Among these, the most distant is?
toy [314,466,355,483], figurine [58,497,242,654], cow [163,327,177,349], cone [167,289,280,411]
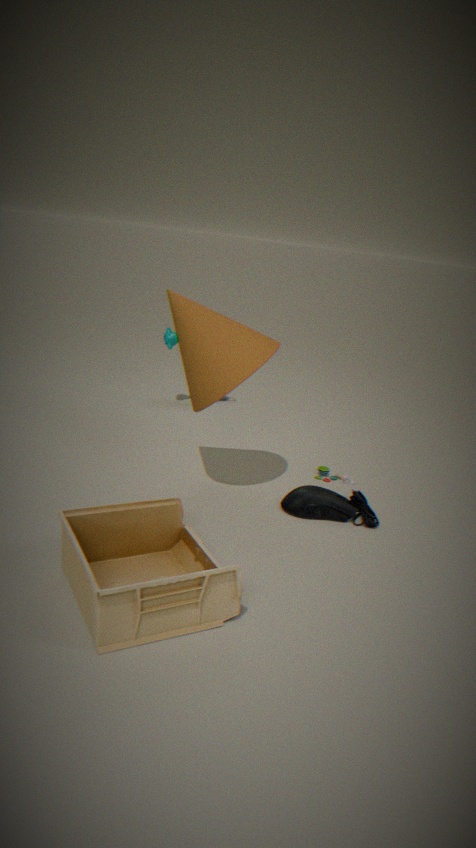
cow [163,327,177,349]
